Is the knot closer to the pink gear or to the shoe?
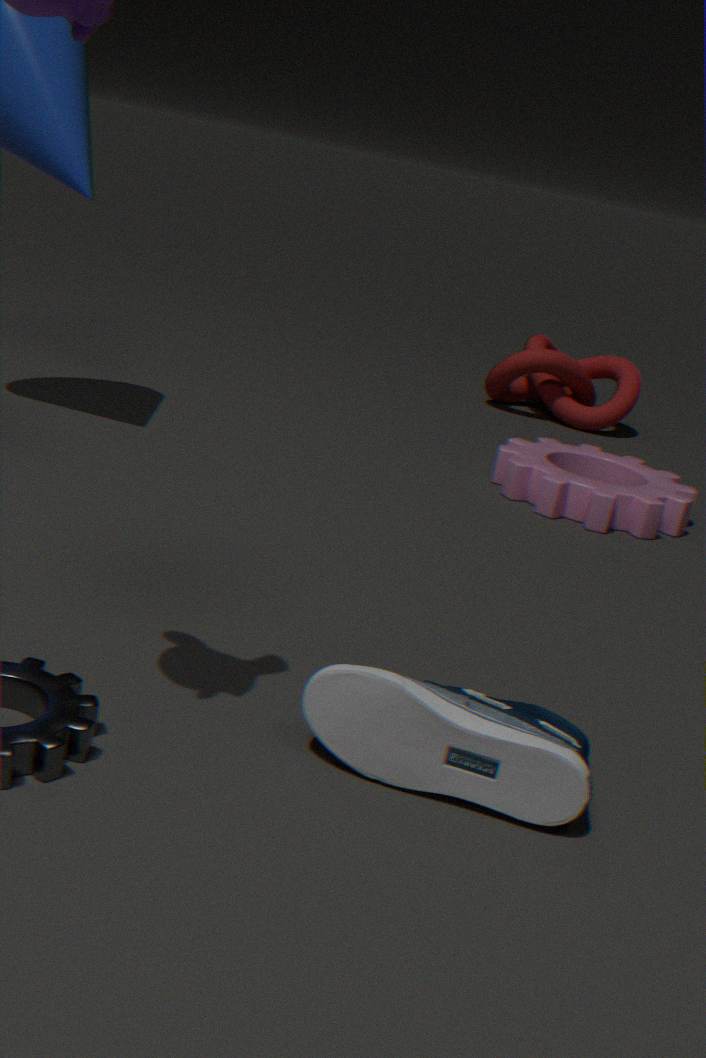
the pink gear
